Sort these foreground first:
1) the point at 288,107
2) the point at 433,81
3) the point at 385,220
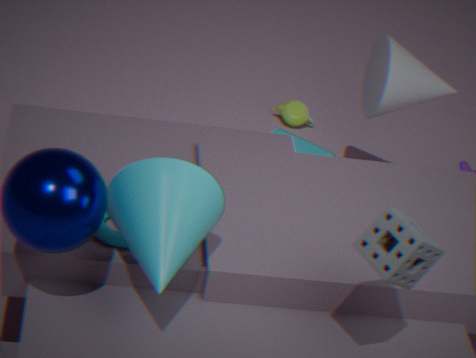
3. the point at 385,220 < 2. the point at 433,81 < 1. the point at 288,107
